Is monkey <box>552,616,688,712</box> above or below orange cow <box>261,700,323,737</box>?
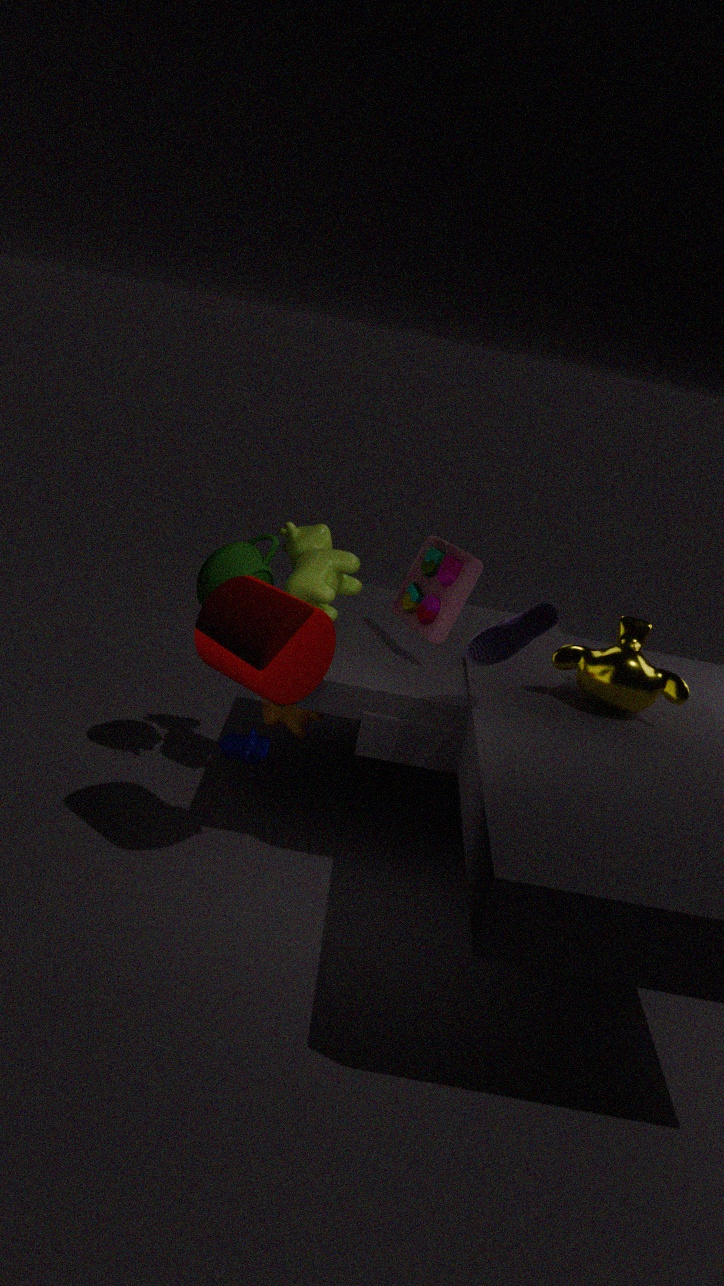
above
